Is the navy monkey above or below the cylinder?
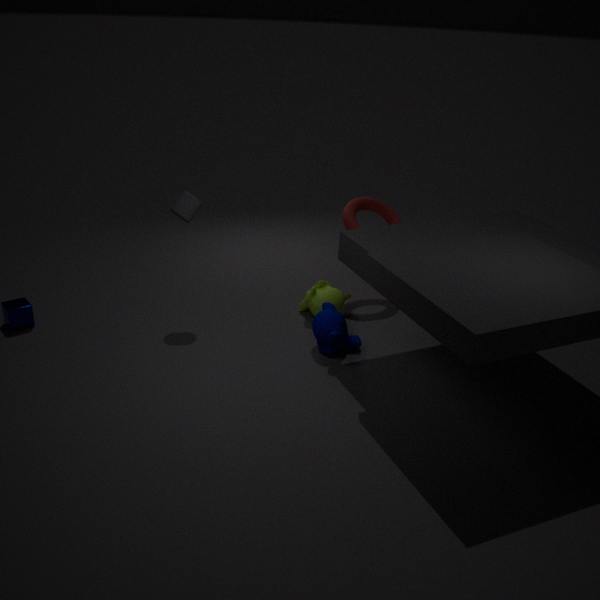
below
